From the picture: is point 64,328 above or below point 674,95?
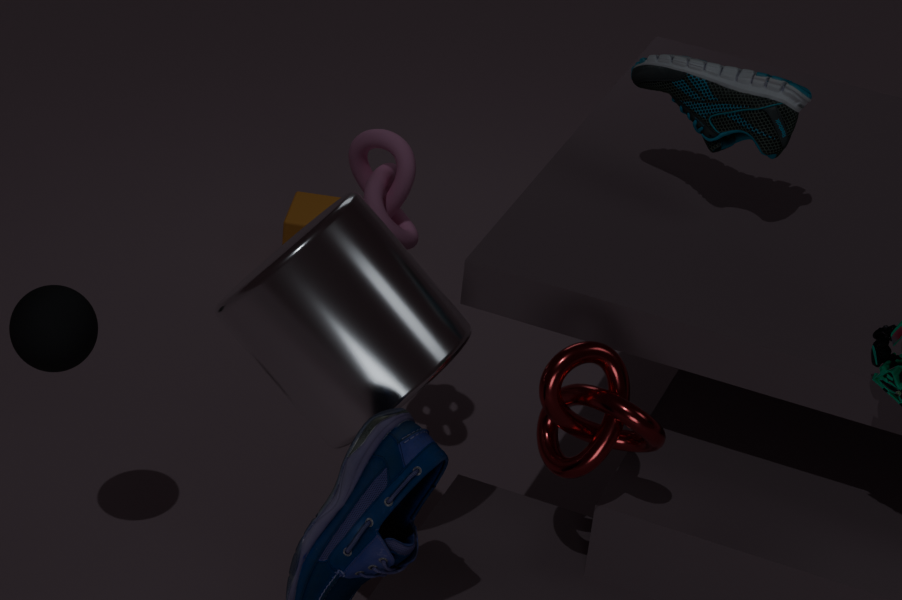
below
